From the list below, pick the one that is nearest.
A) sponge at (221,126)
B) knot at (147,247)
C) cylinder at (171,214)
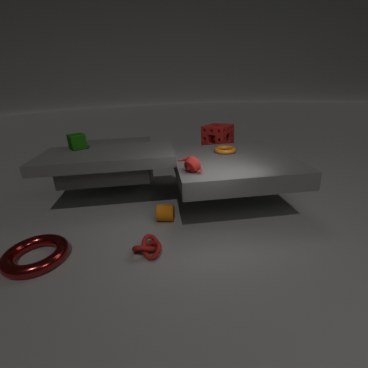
knot at (147,247)
